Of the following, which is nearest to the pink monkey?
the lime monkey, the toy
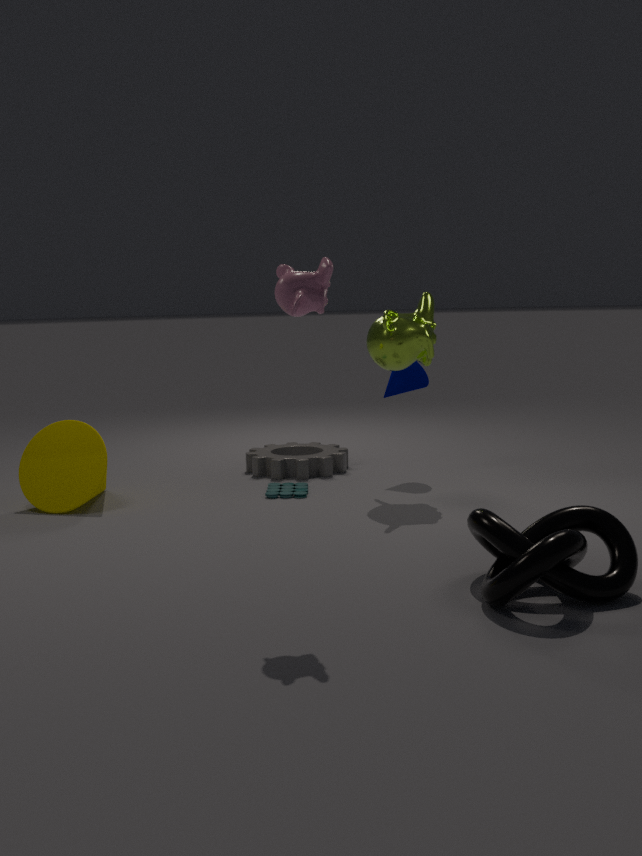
the lime monkey
